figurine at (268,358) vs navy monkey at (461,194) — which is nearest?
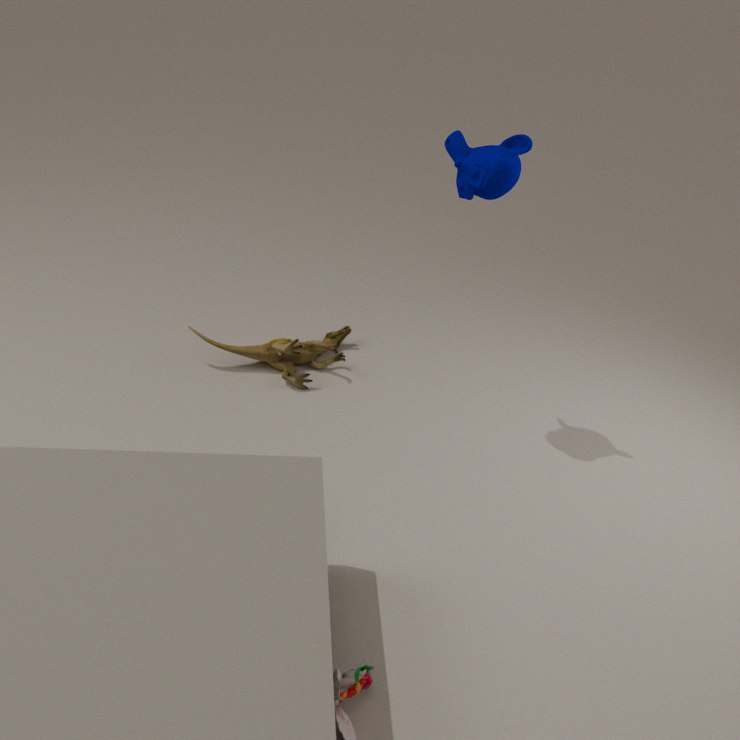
navy monkey at (461,194)
